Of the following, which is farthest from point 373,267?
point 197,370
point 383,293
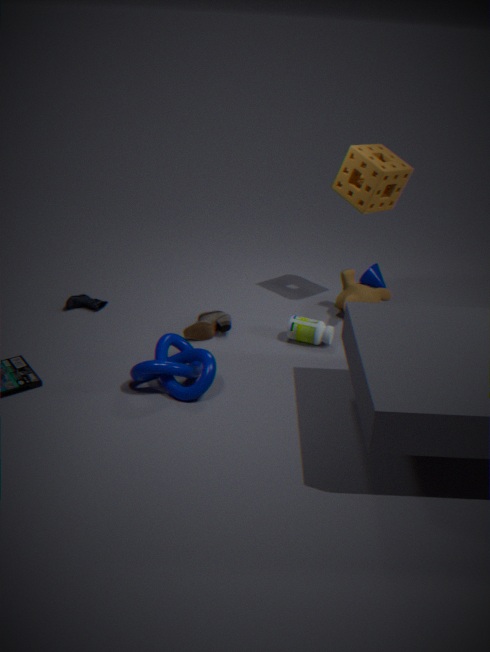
point 197,370
